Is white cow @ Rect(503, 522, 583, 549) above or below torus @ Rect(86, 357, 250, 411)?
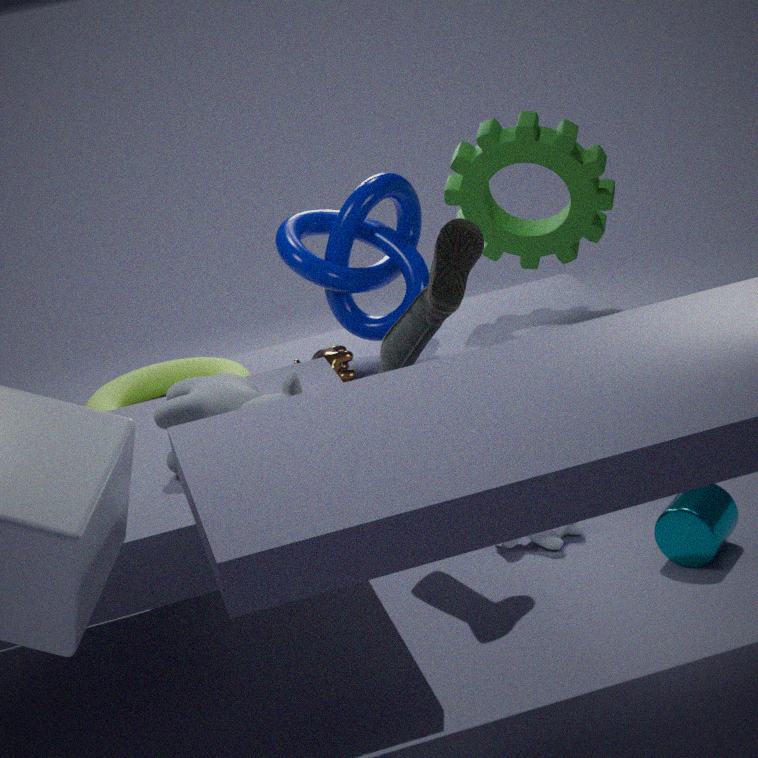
below
